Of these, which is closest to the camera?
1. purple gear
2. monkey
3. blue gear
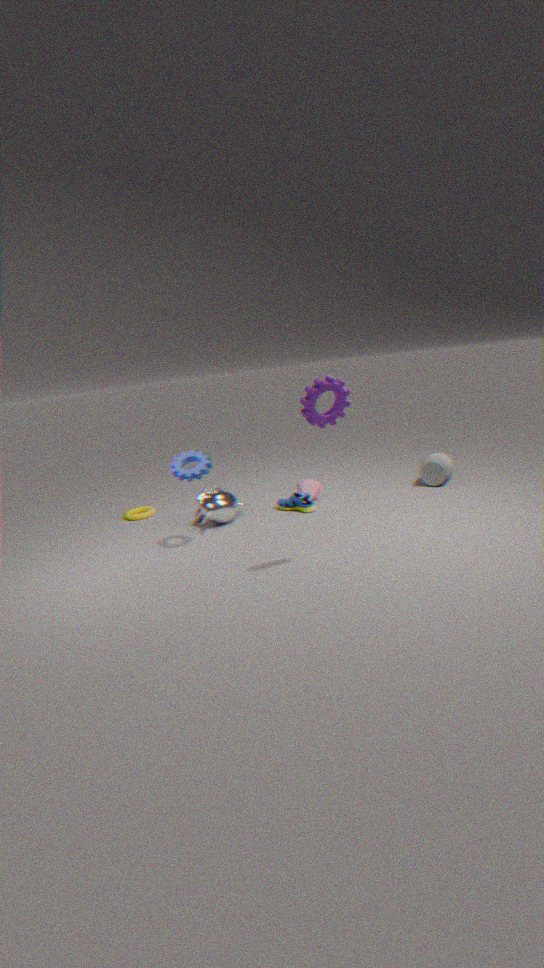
purple gear
